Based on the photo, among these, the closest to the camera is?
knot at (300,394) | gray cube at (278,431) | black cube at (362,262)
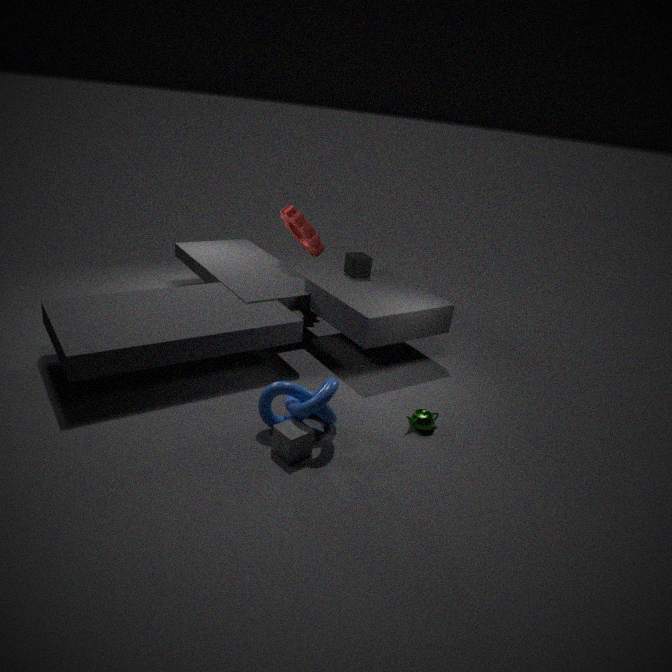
gray cube at (278,431)
